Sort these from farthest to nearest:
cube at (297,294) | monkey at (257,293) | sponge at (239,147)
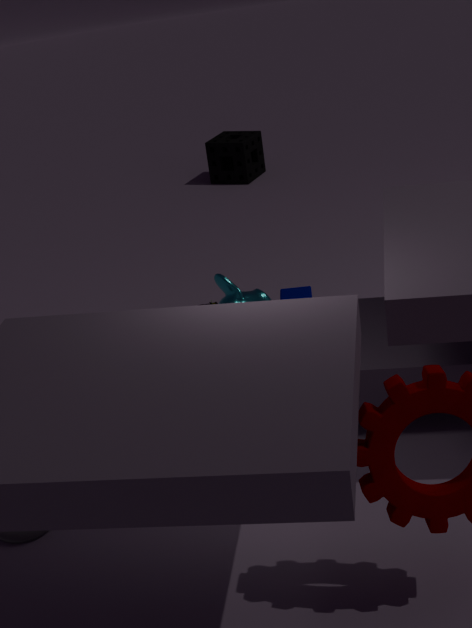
sponge at (239,147) → cube at (297,294) → monkey at (257,293)
